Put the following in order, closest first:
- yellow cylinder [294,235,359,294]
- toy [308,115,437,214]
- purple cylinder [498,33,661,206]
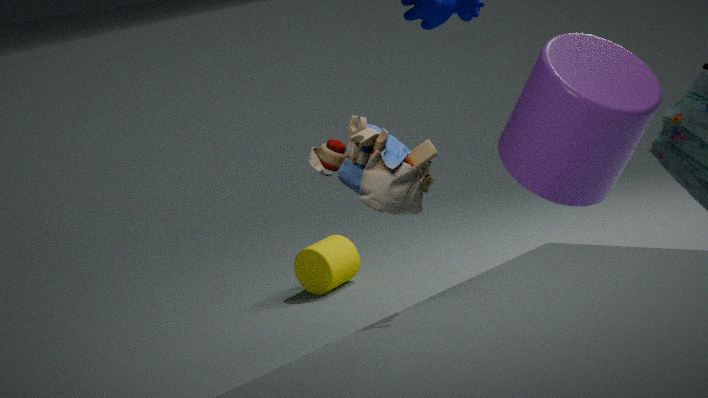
toy [308,115,437,214] → purple cylinder [498,33,661,206] → yellow cylinder [294,235,359,294]
